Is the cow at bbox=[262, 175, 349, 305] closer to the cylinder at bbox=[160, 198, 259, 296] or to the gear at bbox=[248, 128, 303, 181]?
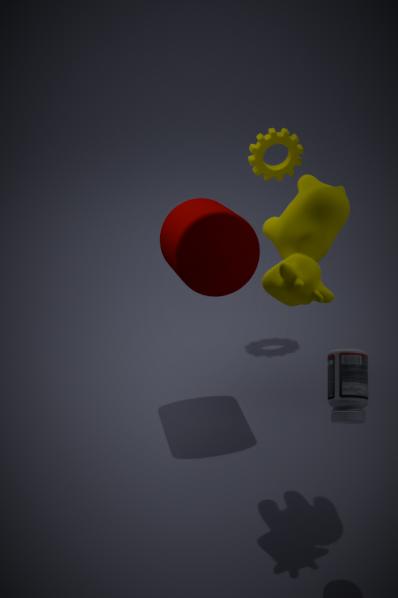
the cylinder at bbox=[160, 198, 259, 296]
